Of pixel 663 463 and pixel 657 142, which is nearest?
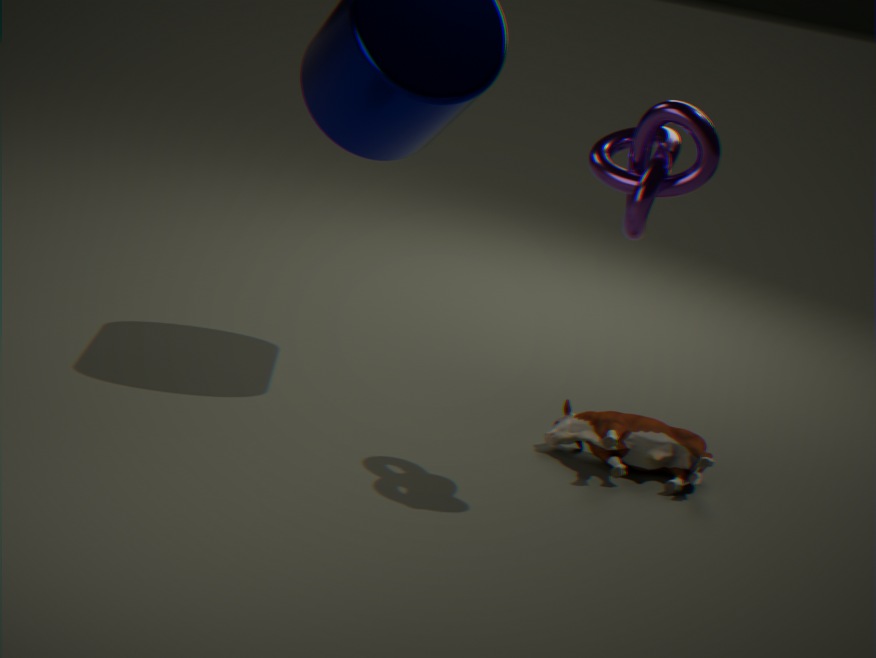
pixel 657 142
